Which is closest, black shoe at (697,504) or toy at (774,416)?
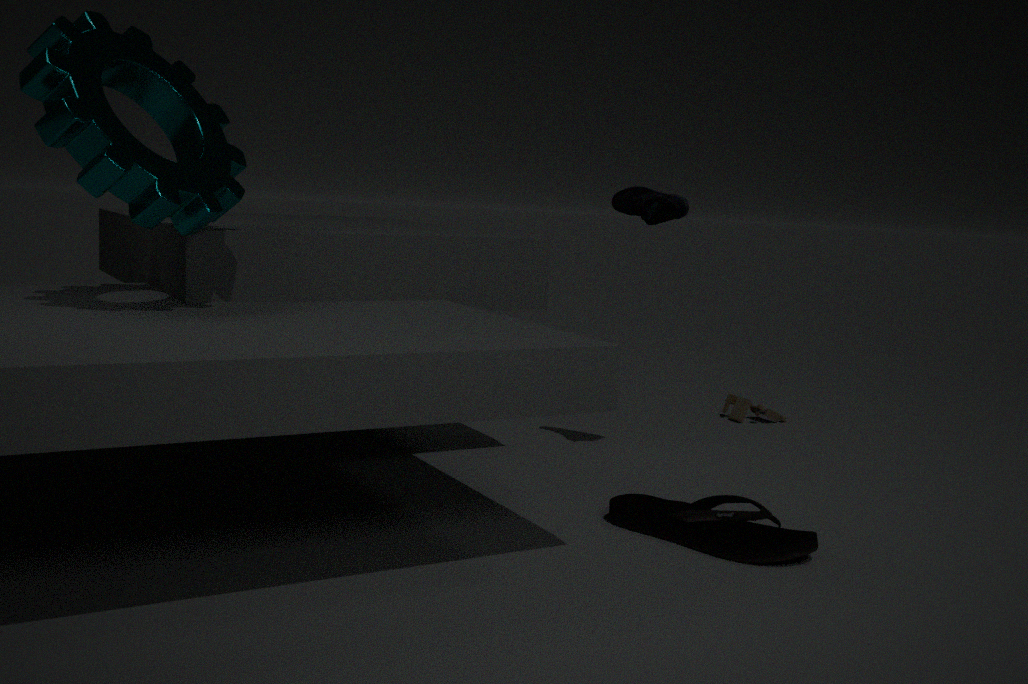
black shoe at (697,504)
